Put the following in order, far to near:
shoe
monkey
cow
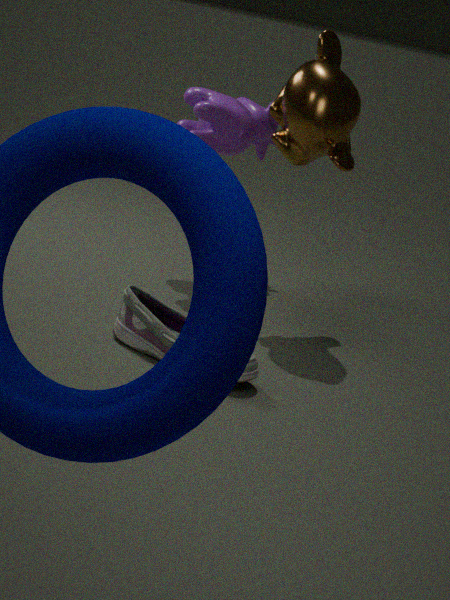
cow < monkey < shoe
